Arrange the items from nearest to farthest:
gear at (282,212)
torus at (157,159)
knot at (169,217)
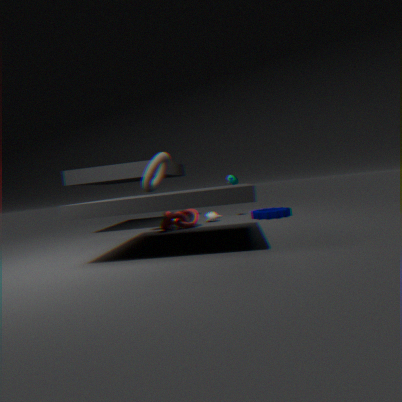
1. torus at (157,159)
2. knot at (169,217)
3. gear at (282,212)
